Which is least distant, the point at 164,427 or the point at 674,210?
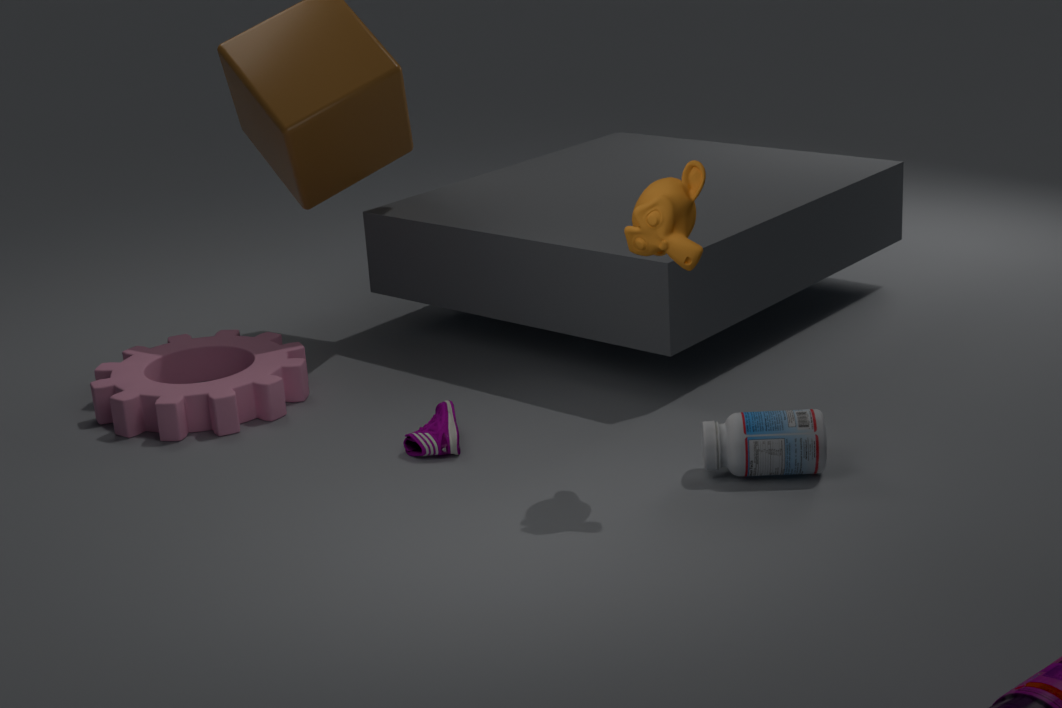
the point at 674,210
